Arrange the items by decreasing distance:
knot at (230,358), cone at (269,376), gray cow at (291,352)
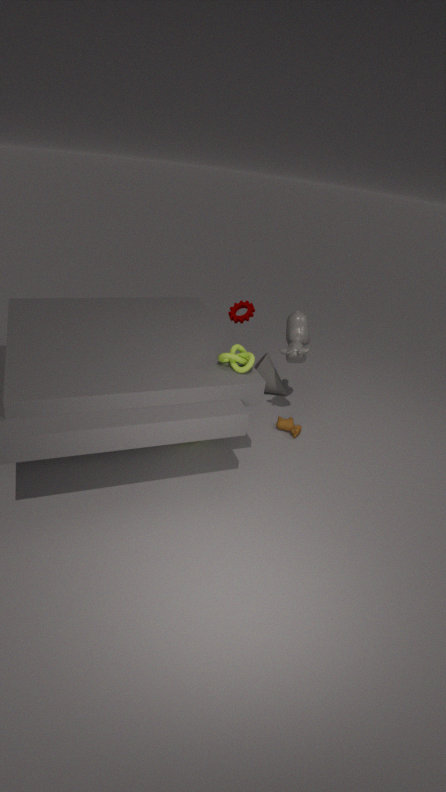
cone at (269,376), gray cow at (291,352), knot at (230,358)
